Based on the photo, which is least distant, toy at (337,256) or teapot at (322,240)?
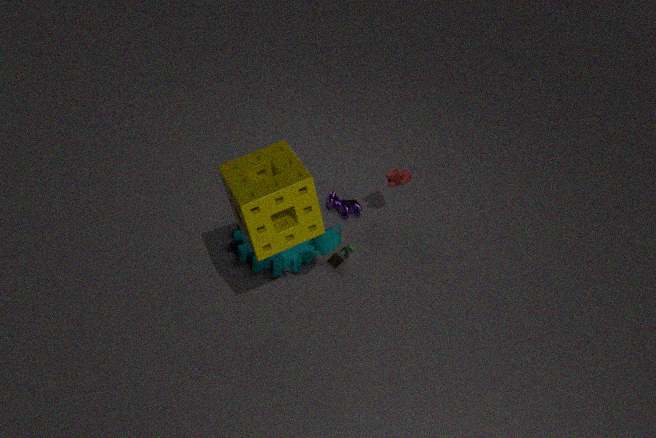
teapot at (322,240)
